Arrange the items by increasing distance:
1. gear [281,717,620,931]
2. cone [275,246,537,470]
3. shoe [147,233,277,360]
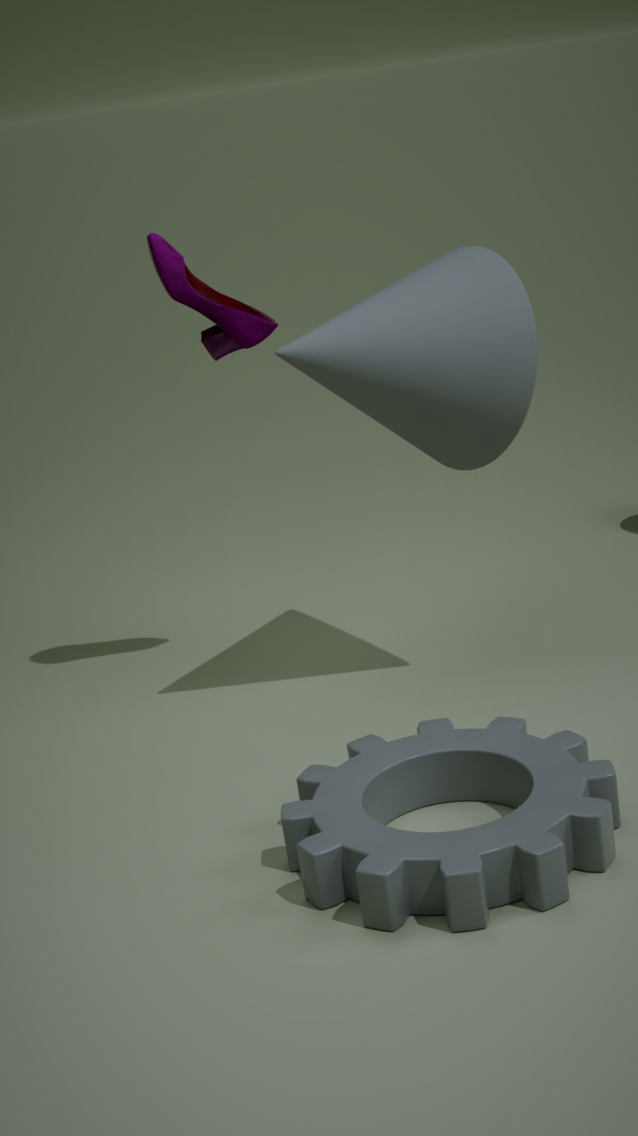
gear [281,717,620,931], cone [275,246,537,470], shoe [147,233,277,360]
